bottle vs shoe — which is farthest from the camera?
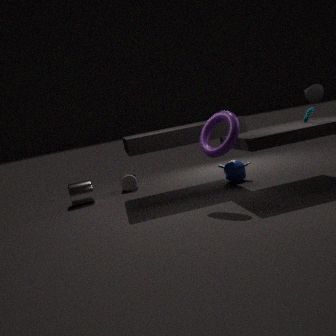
bottle
